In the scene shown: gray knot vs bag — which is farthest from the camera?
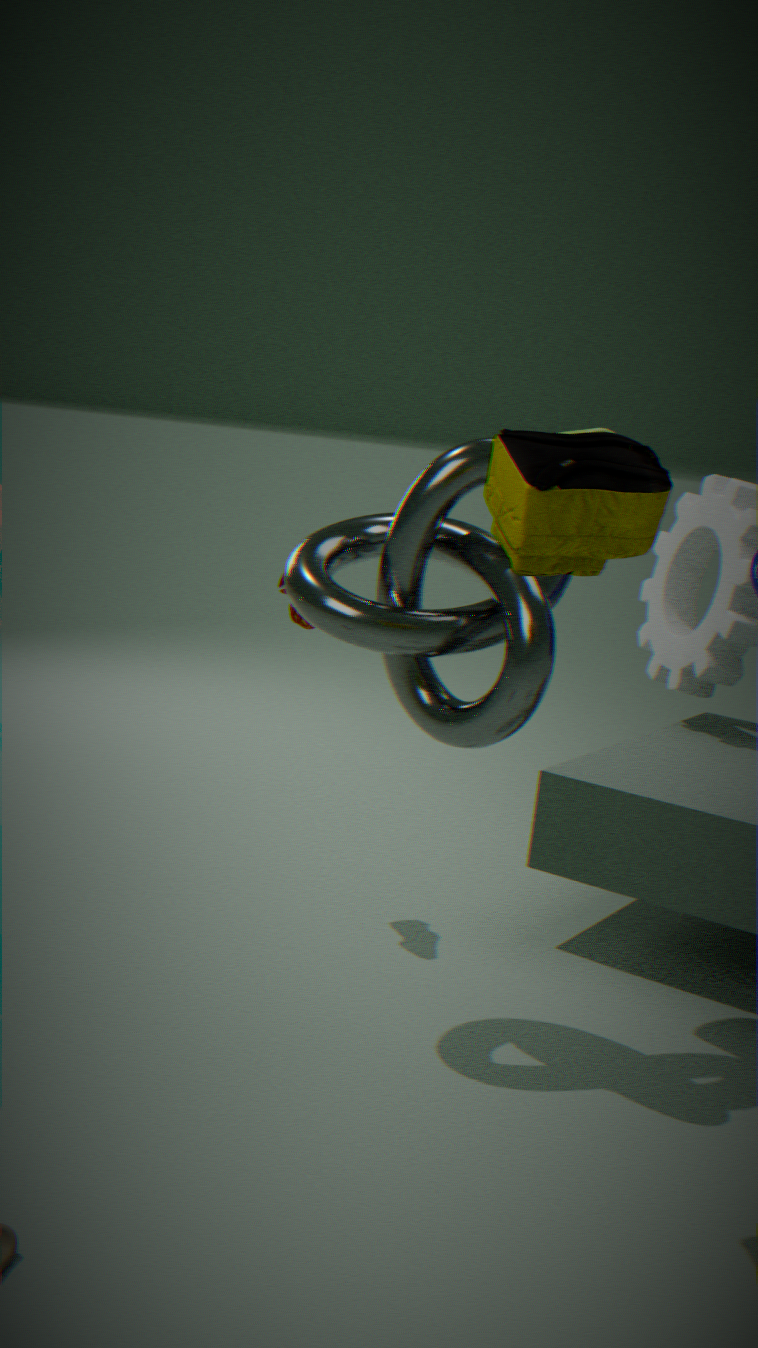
gray knot
